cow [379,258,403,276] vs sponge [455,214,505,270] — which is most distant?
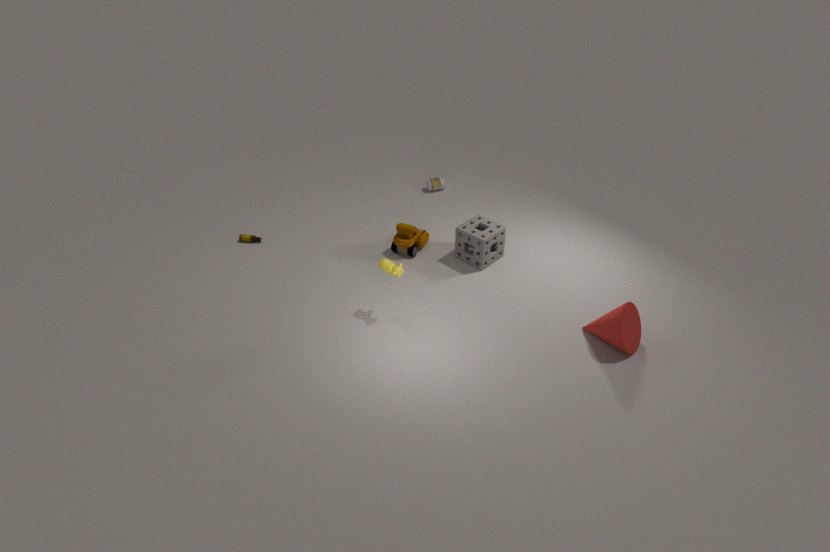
sponge [455,214,505,270]
